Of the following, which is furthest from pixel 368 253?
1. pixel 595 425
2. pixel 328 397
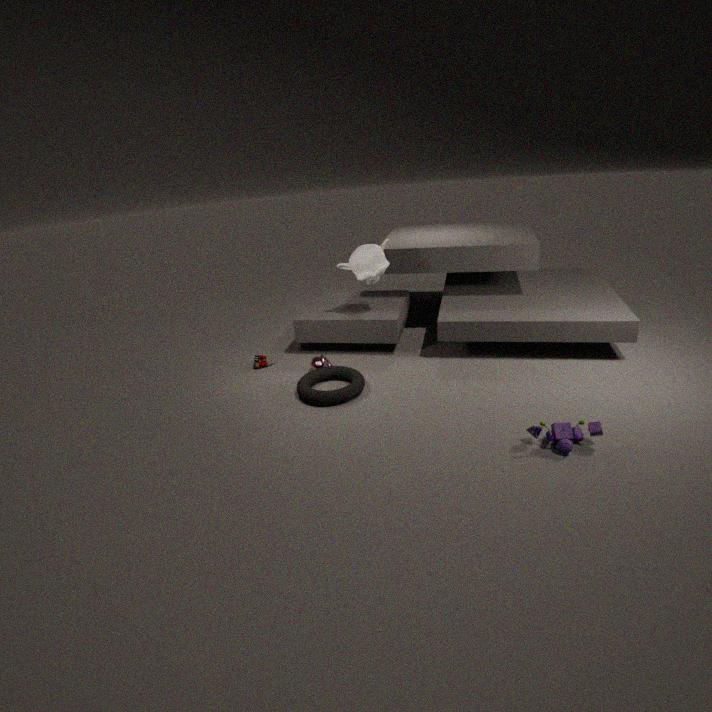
pixel 595 425
